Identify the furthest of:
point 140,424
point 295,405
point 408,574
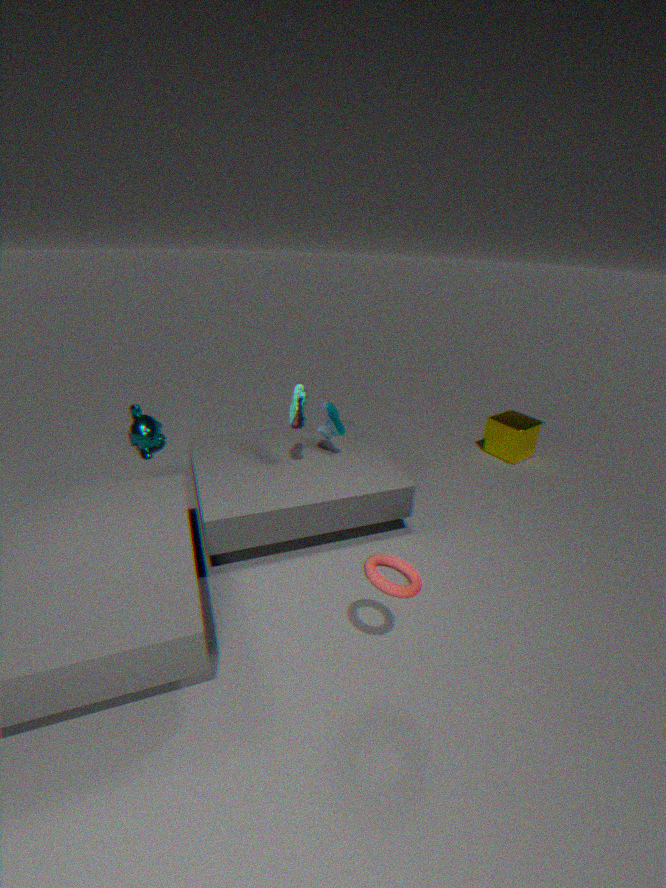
point 140,424
